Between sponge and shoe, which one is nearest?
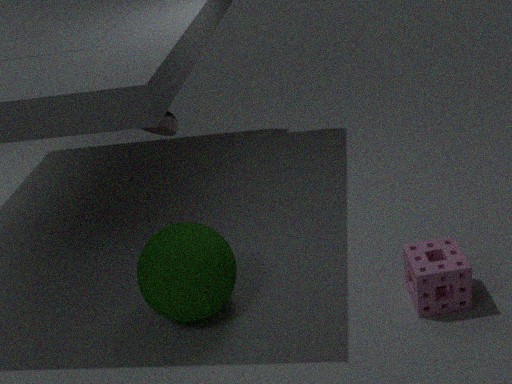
sponge
